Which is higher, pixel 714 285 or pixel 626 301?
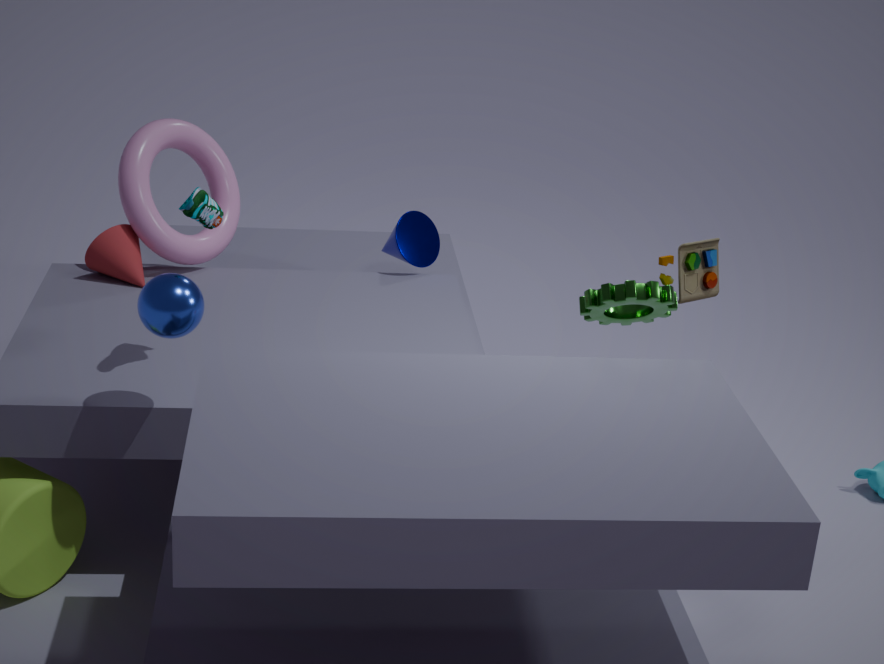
pixel 714 285
